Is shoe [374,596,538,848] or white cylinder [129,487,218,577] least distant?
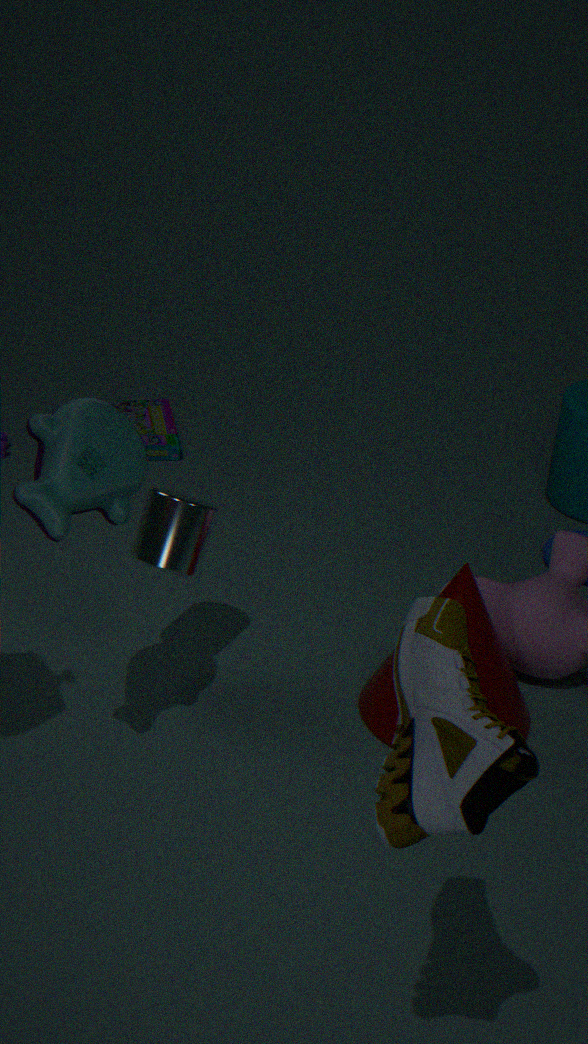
shoe [374,596,538,848]
